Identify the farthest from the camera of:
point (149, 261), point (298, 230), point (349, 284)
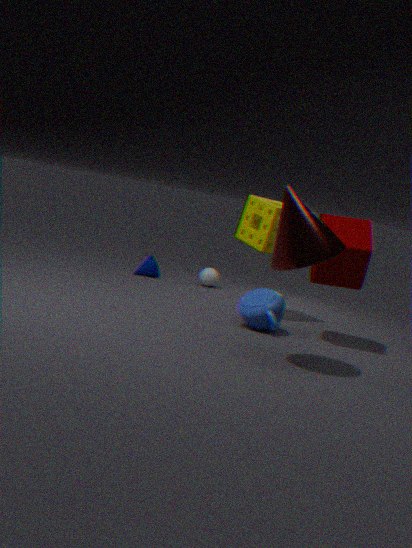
point (149, 261)
